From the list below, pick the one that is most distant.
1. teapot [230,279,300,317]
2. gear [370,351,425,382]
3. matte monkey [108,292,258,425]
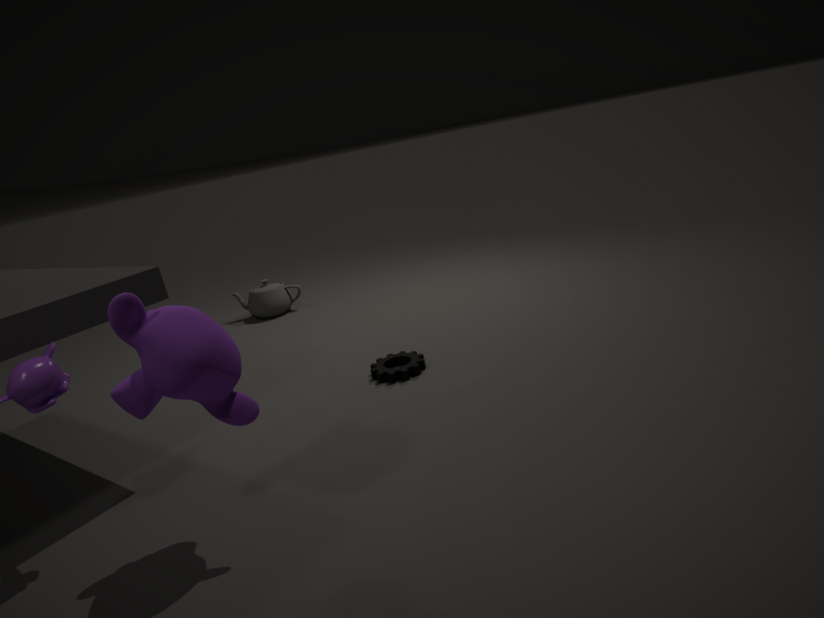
teapot [230,279,300,317]
